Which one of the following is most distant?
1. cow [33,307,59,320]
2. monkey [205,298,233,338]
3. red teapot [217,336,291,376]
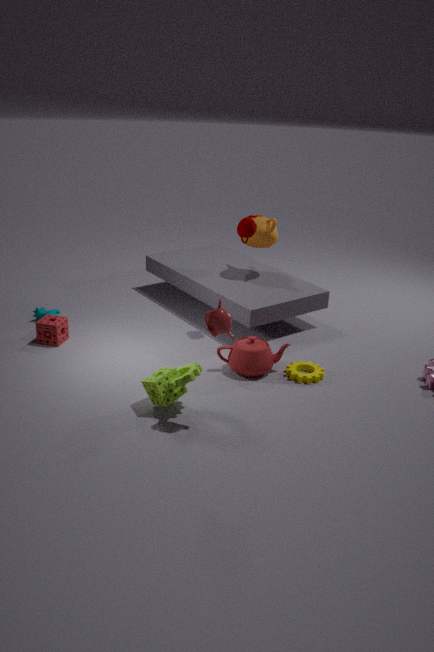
cow [33,307,59,320]
